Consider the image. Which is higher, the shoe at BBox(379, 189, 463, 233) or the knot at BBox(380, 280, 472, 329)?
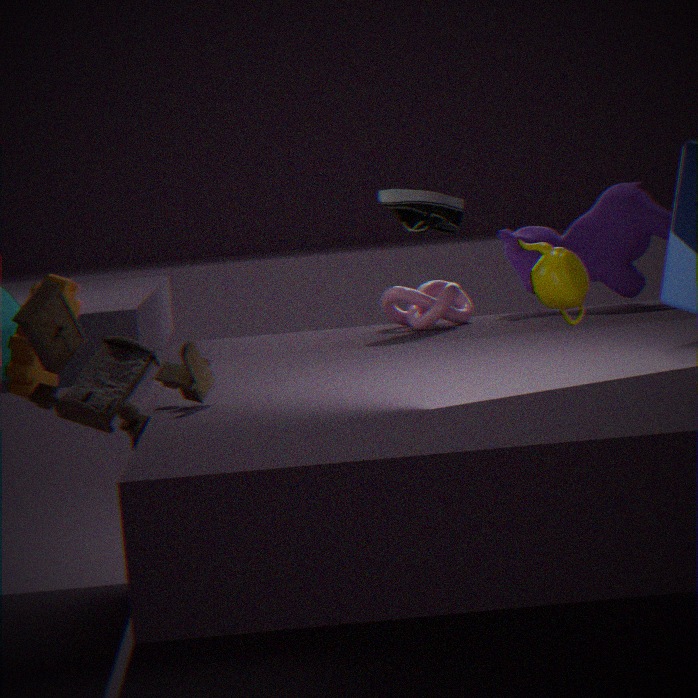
the shoe at BBox(379, 189, 463, 233)
